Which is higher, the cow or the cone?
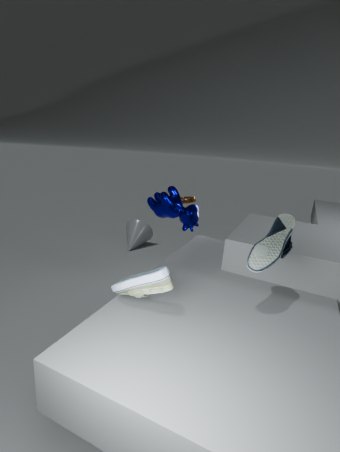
the cow
